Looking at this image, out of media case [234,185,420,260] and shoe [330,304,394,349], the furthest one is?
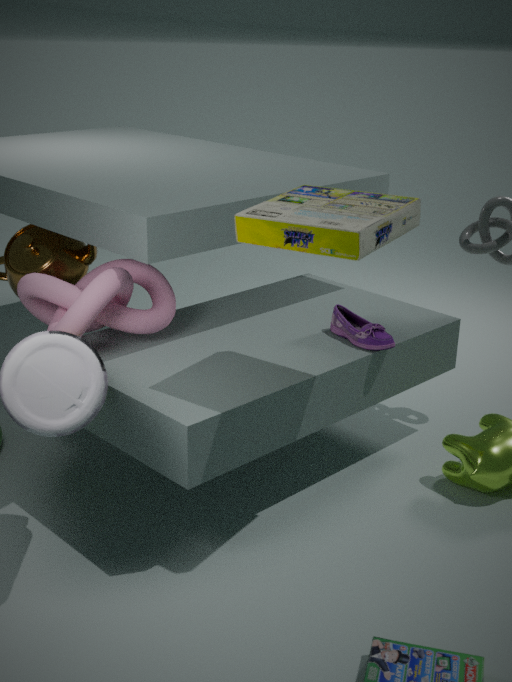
shoe [330,304,394,349]
